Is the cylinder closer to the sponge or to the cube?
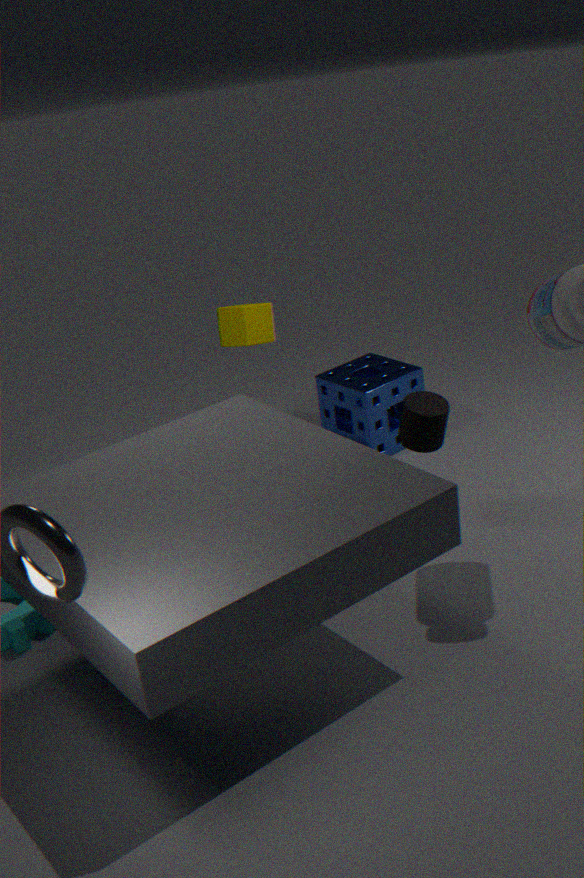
the sponge
